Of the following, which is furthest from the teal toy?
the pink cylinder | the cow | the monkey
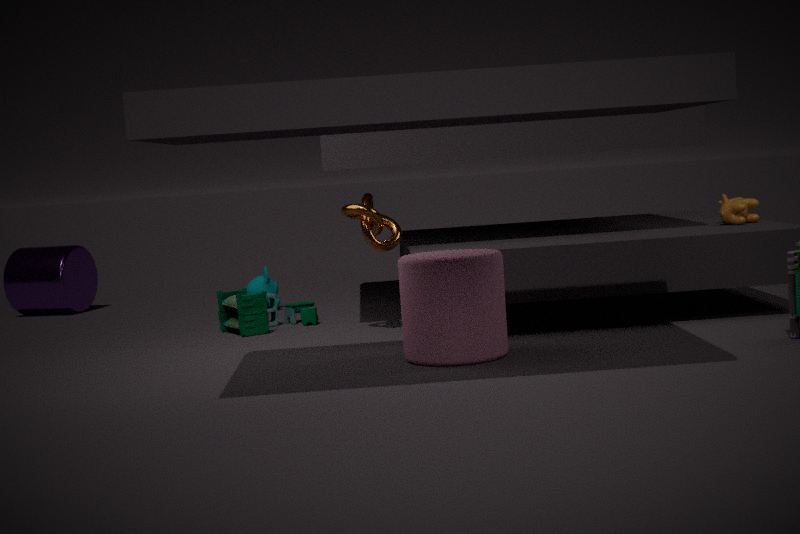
the cow
